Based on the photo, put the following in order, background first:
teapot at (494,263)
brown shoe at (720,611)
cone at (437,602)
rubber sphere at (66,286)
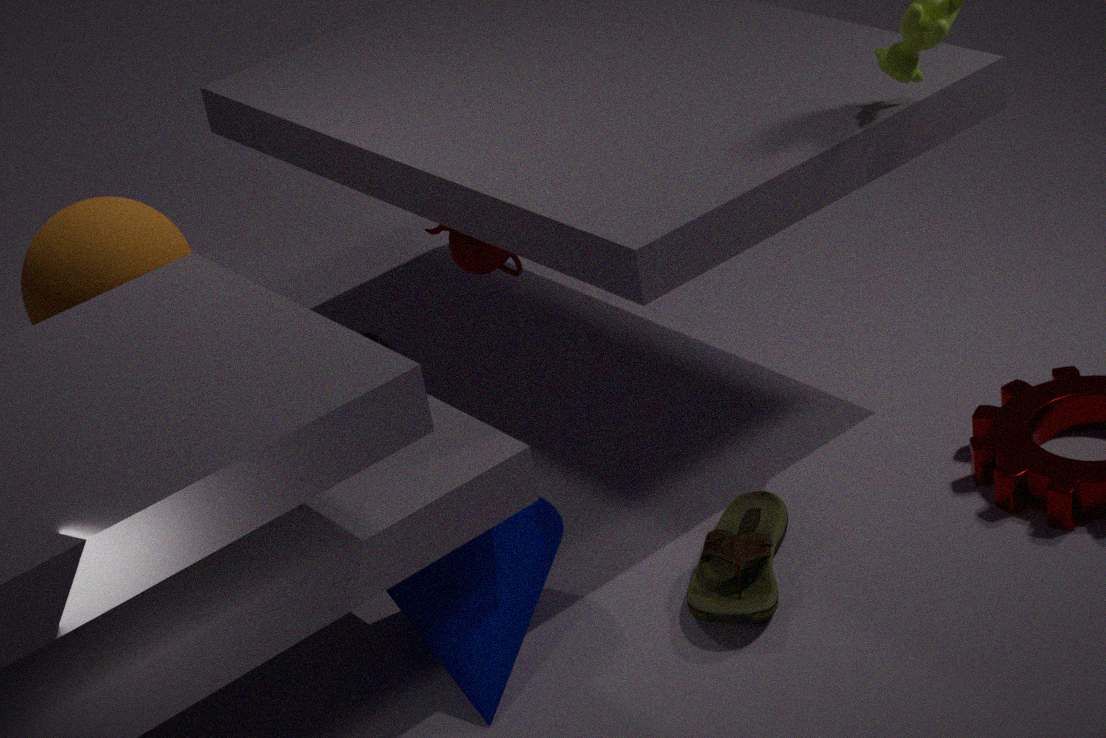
teapot at (494,263) < brown shoe at (720,611) < cone at (437,602) < rubber sphere at (66,286)
